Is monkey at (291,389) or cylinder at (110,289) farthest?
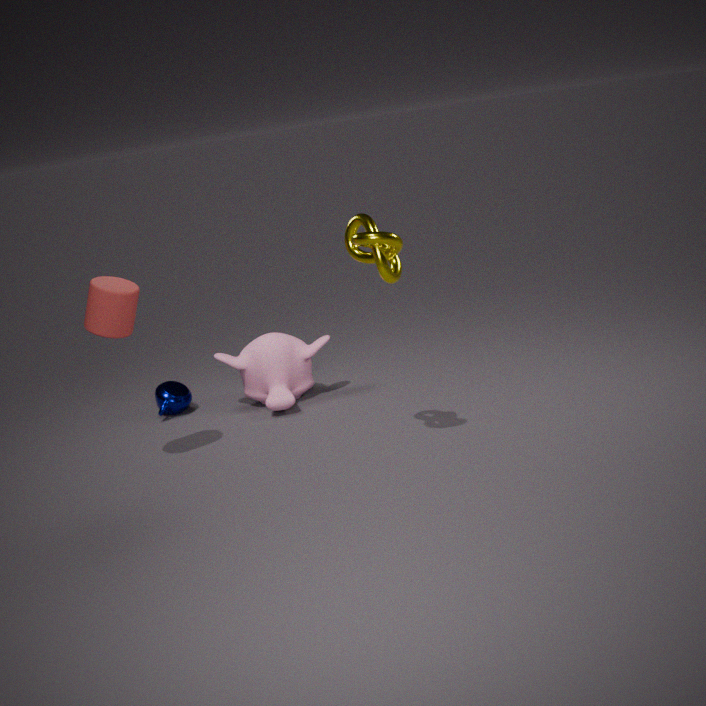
monkey at (291,389)
